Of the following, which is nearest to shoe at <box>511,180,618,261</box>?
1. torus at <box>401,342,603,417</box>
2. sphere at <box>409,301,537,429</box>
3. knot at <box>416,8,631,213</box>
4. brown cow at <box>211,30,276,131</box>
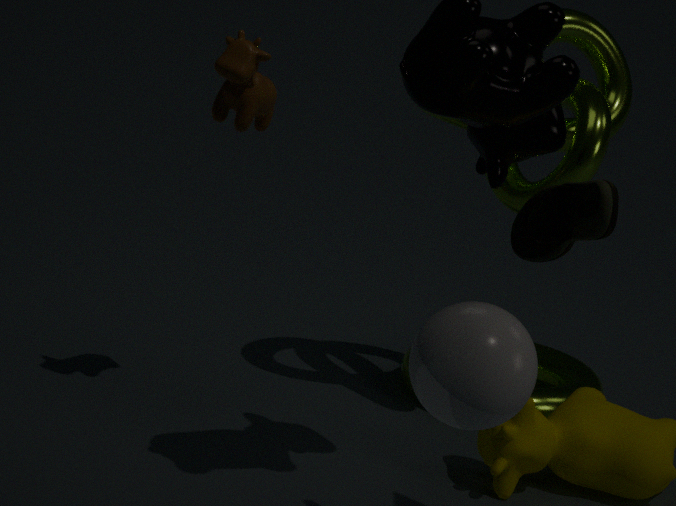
sphere at <box>409,301,537,429</box>
